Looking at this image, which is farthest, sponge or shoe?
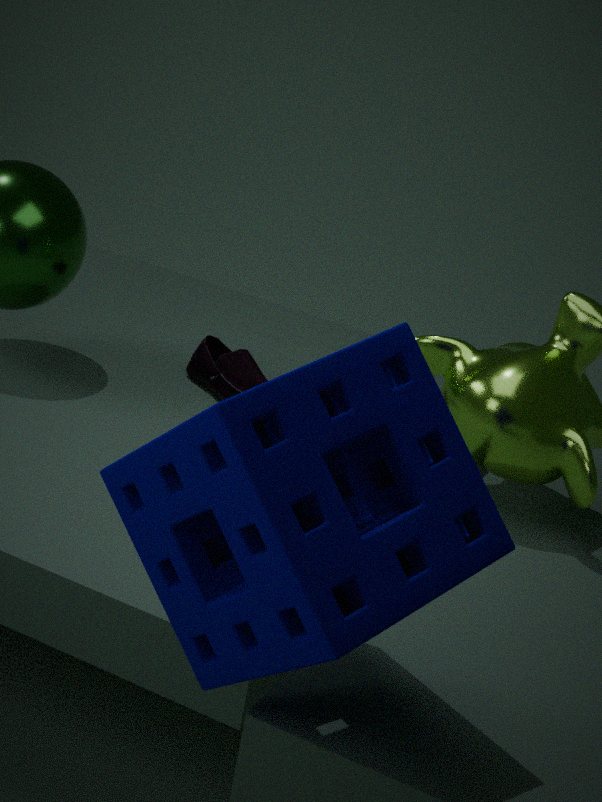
shoe
